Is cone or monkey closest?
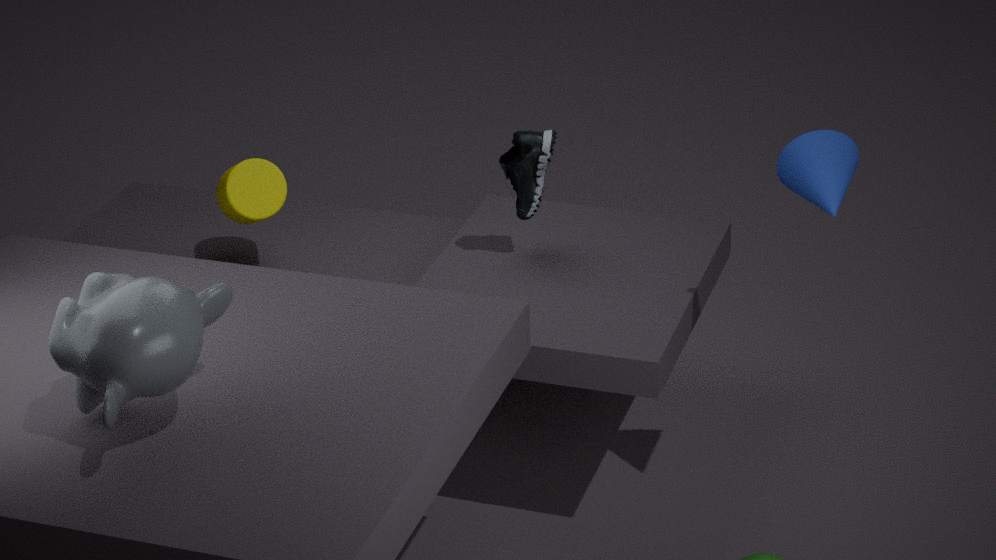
monkey
